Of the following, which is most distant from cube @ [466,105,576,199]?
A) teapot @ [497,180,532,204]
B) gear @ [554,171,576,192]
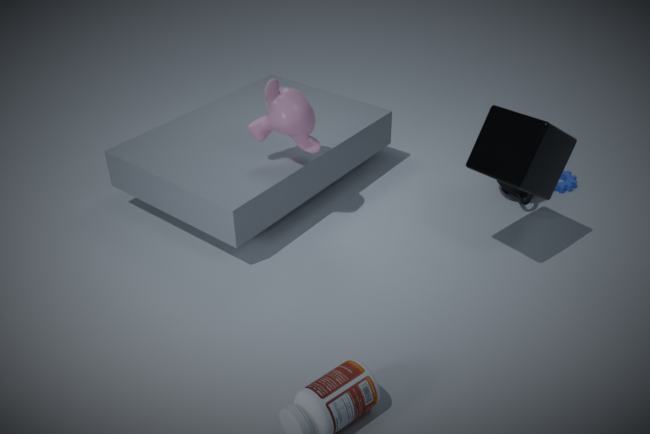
gear @ [554,171,576,192]
